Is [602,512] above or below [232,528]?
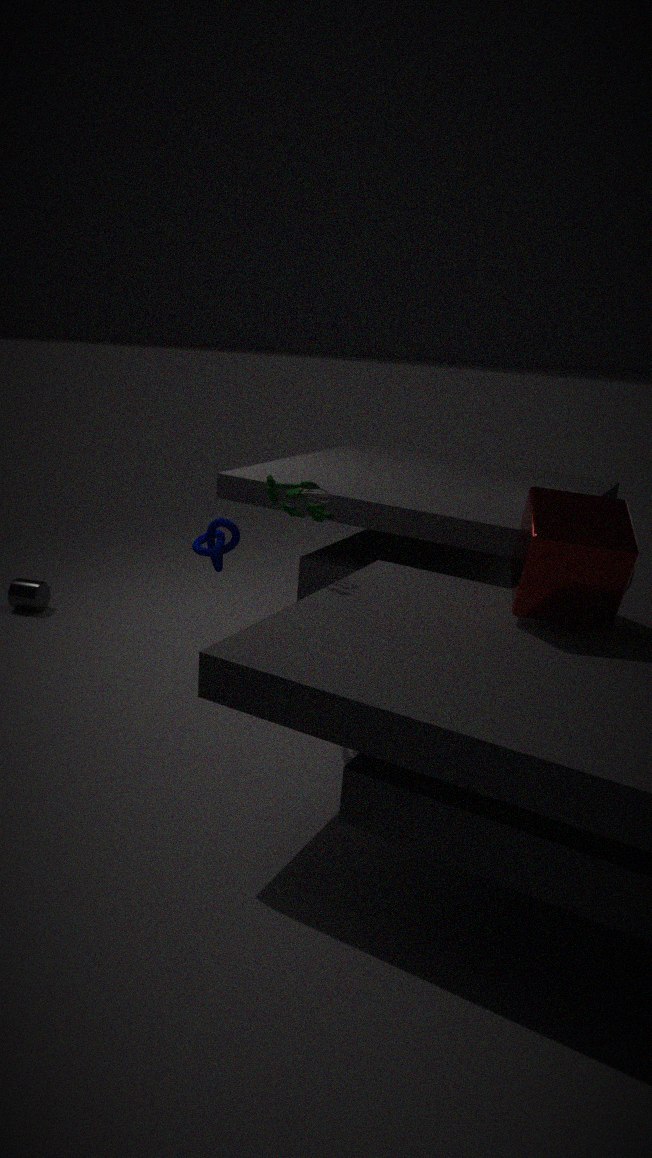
above
